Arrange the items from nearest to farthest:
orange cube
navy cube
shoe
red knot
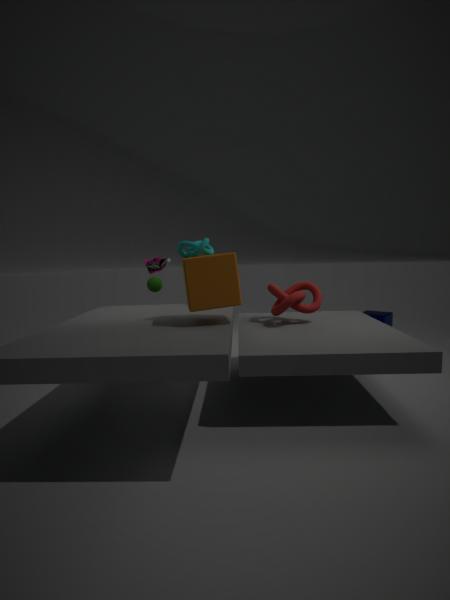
orange cube < red knot < shoe < navy cube
